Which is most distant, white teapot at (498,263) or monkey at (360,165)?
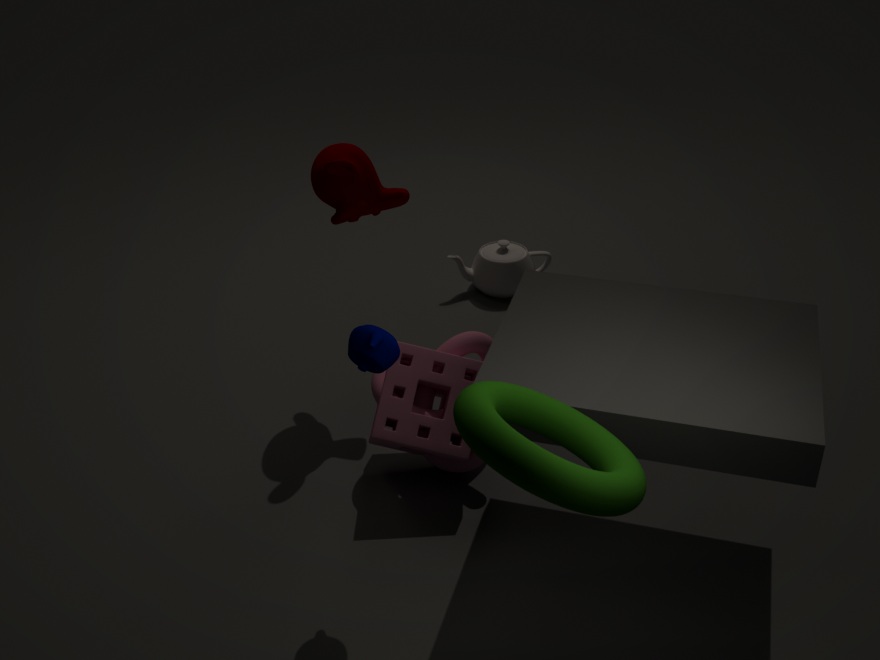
white teapot at (498,263)
